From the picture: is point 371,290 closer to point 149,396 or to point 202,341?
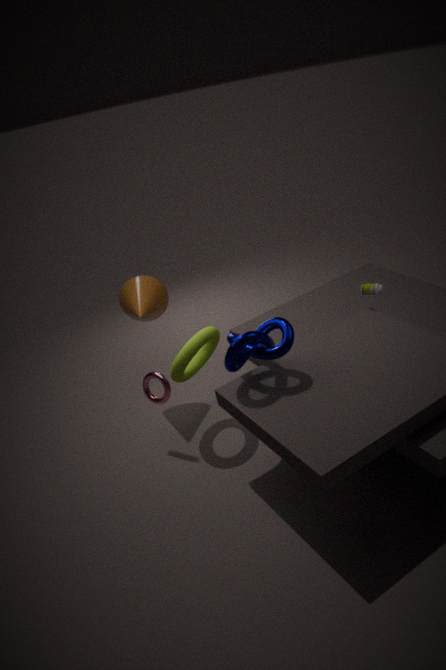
point 202,341
